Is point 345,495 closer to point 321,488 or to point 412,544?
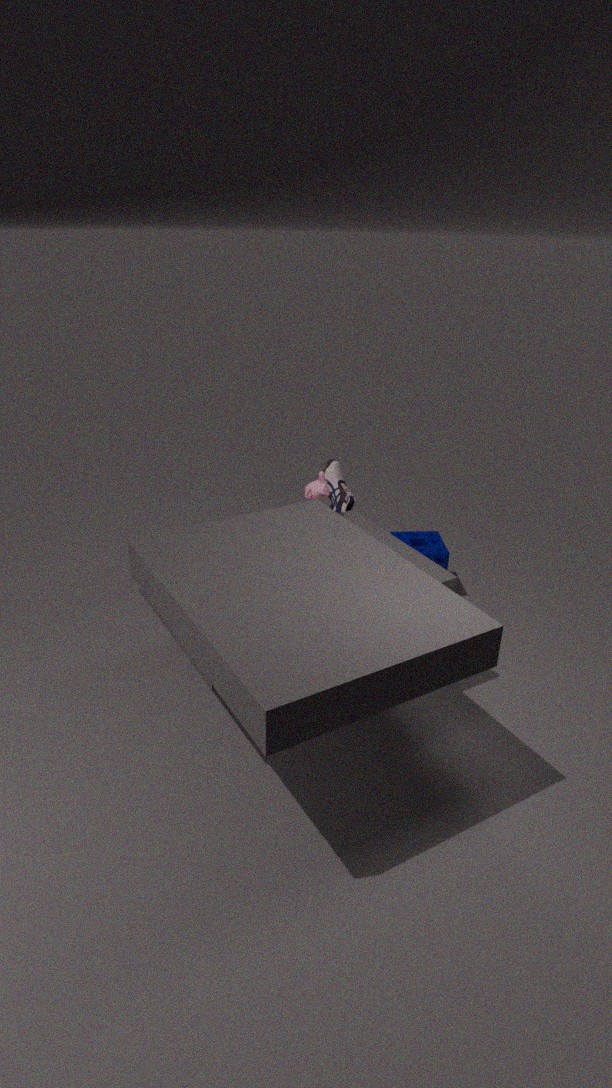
point 321,488
